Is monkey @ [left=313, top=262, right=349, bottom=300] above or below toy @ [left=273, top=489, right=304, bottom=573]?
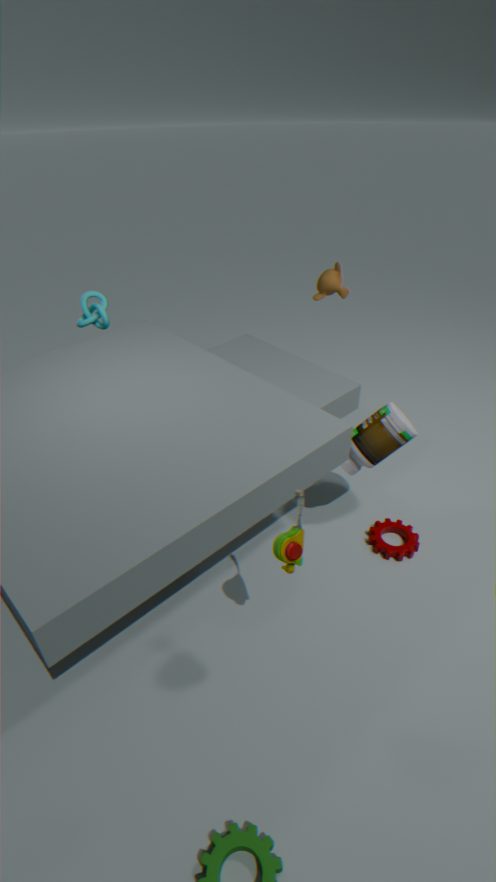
above
